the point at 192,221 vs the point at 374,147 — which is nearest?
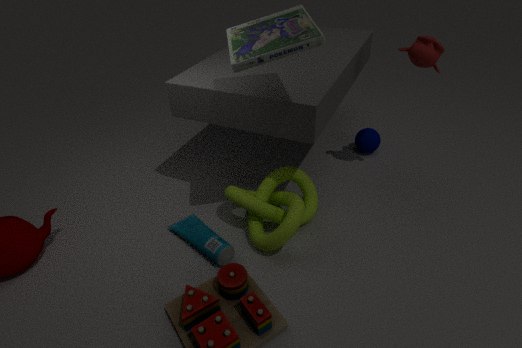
the point at 192,221
